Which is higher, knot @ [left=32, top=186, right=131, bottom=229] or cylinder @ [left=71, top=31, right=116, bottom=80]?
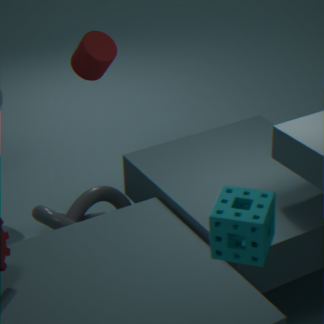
cylinder @ [left=71, top=31, right=116, bottom=80]
